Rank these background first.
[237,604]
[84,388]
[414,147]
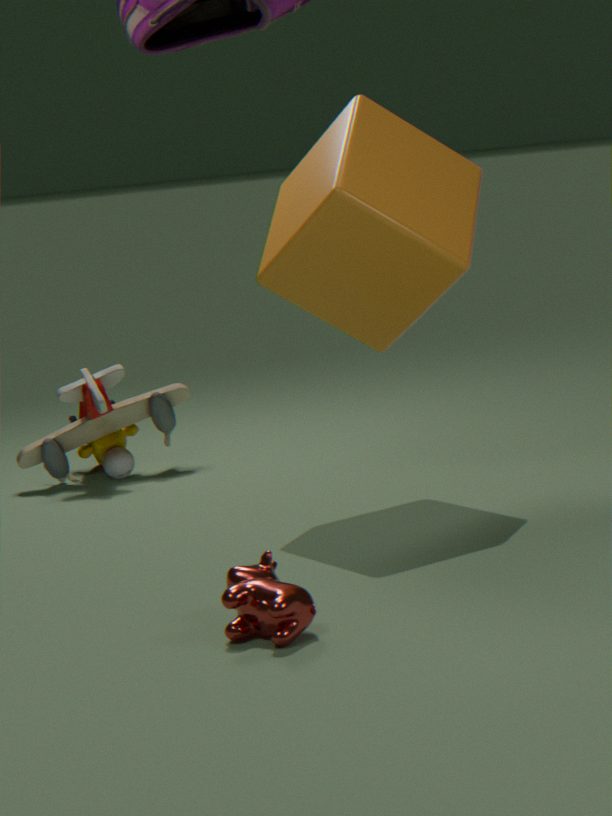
[84,388] < [414,147] < [237,604]
